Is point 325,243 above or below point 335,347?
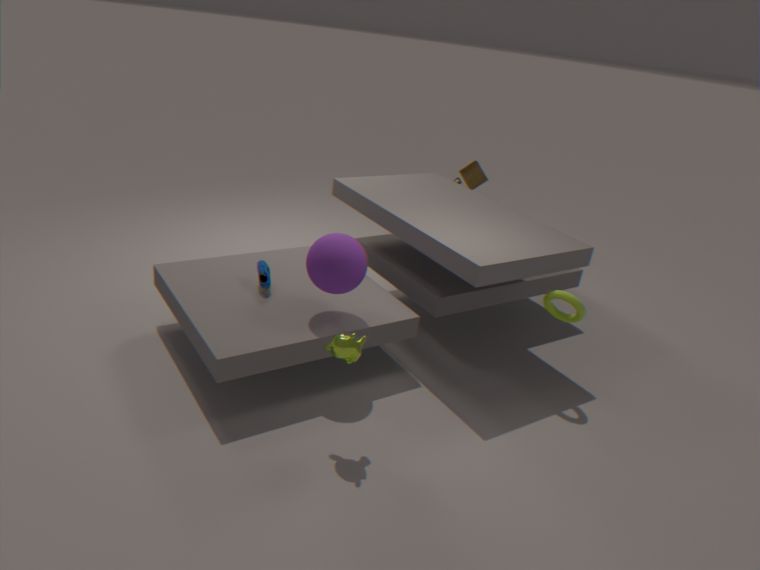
above
